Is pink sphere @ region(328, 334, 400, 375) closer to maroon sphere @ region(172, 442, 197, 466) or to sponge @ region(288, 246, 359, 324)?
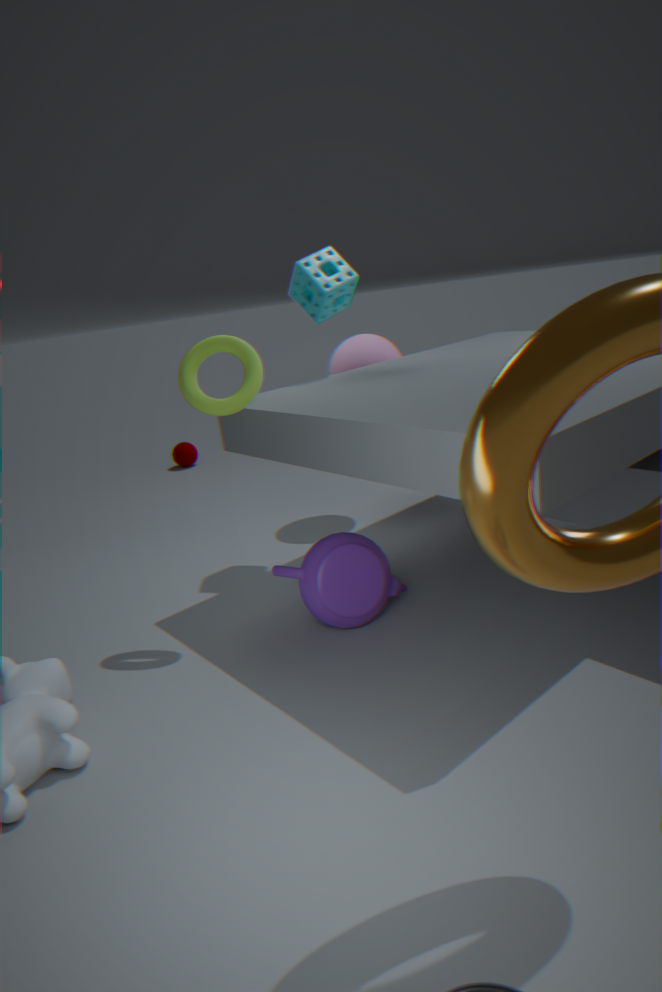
sponge @ region(288, 246, 359, 324)
